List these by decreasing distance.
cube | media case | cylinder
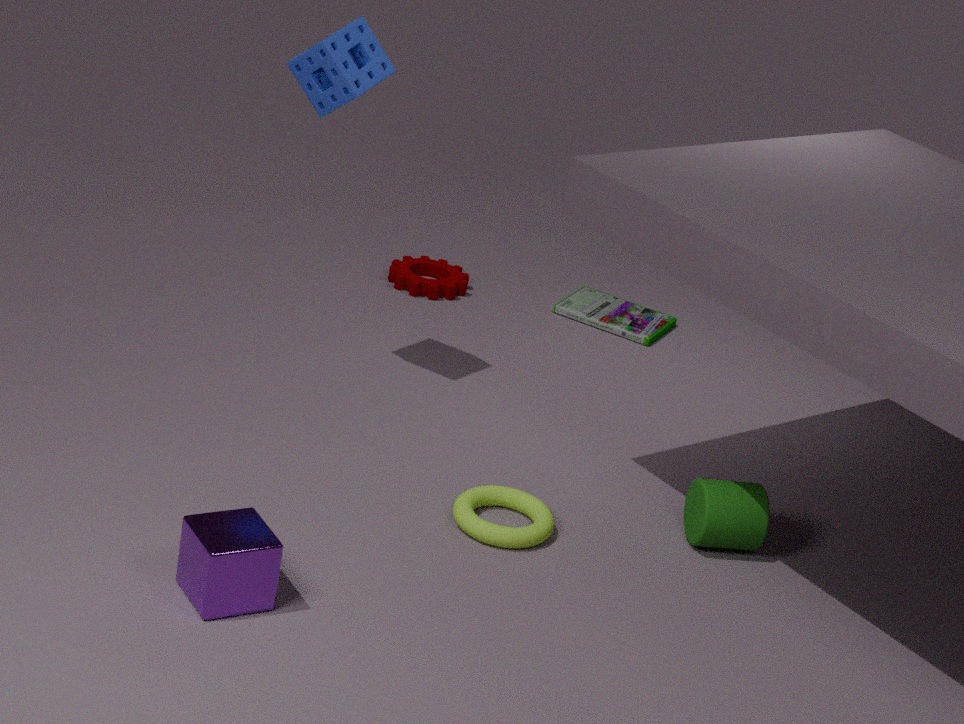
media case
cylinder
cube
